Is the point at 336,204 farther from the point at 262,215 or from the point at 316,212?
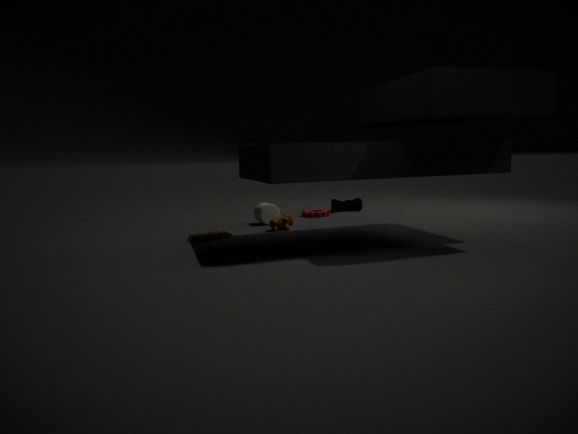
the point at 262,215
